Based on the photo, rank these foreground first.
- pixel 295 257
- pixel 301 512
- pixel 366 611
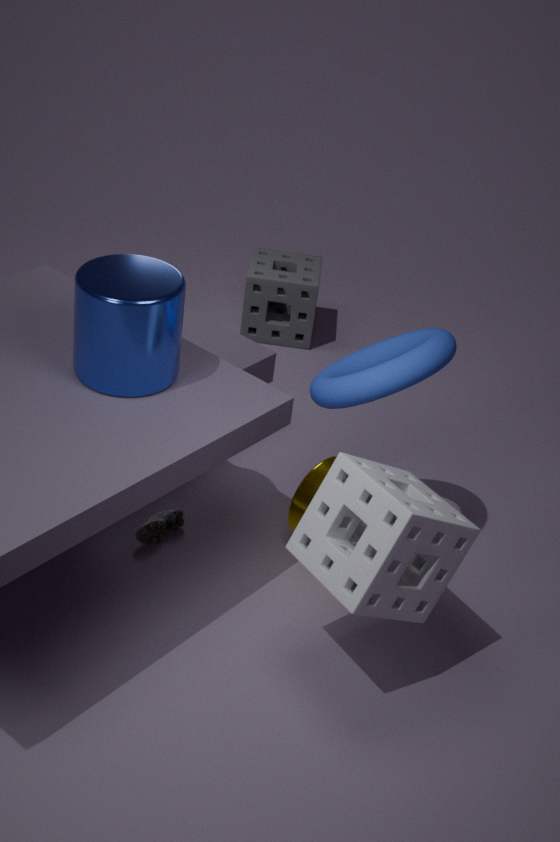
pixel 366 611, pixel 301 512, pixel 295 257
